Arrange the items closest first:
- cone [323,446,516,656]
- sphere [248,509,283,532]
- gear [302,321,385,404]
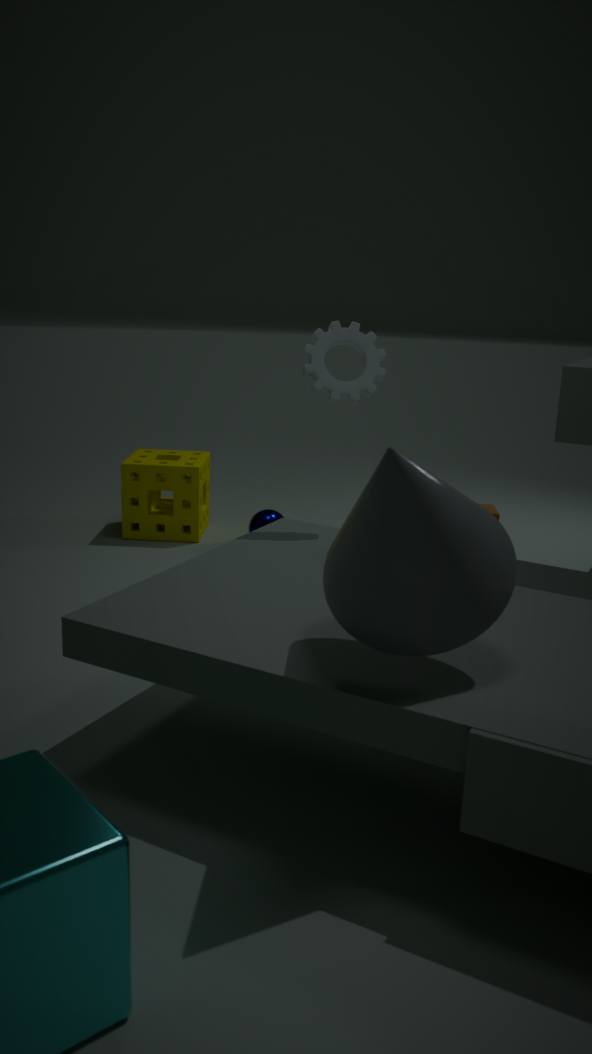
cone [323,446,516,656]
gear [302,321,385,404]
sphere [248,509,283,532]
